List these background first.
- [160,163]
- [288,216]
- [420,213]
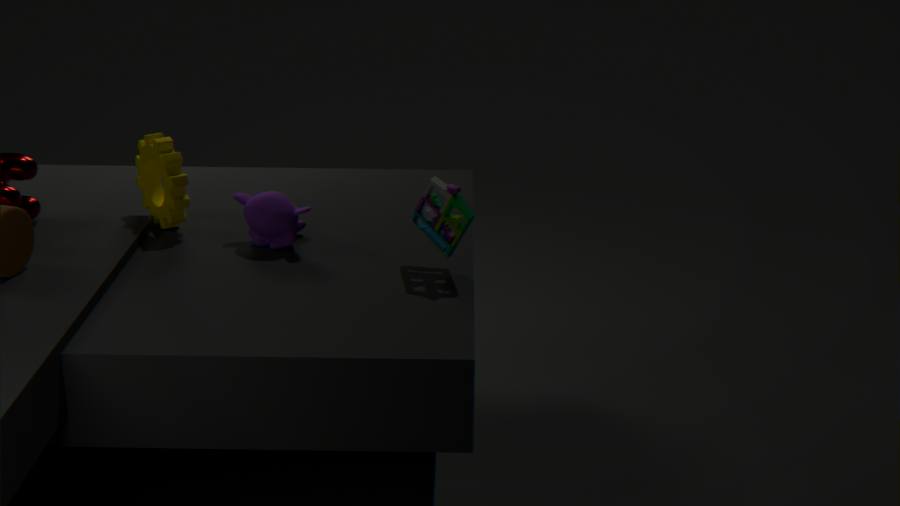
[160,163]
[288,216]
[420,213]
